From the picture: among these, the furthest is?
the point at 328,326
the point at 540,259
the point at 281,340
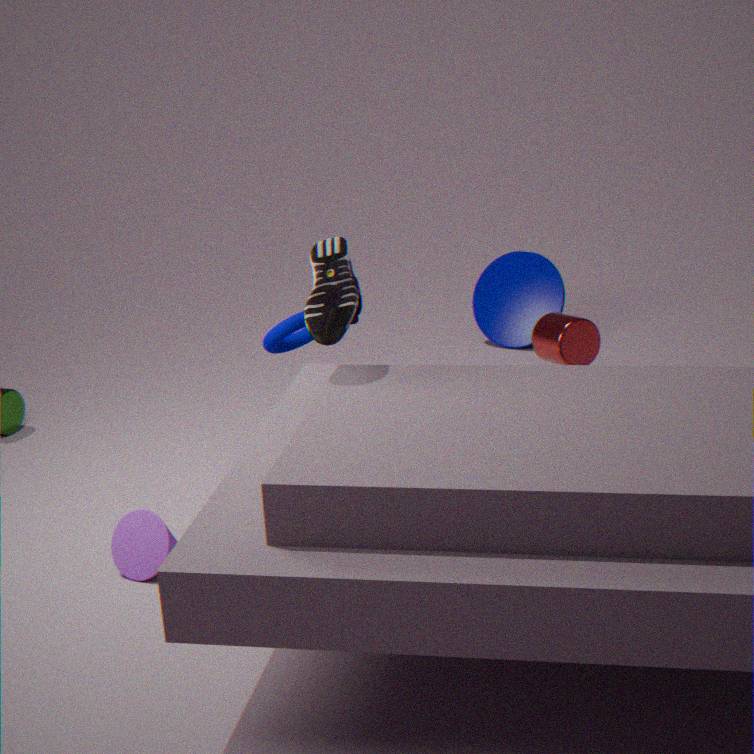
the point at 540,259
